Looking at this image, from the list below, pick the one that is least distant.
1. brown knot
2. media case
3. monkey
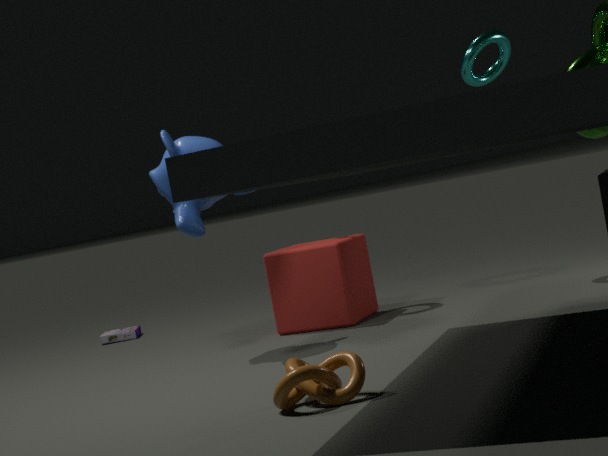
brown knot
